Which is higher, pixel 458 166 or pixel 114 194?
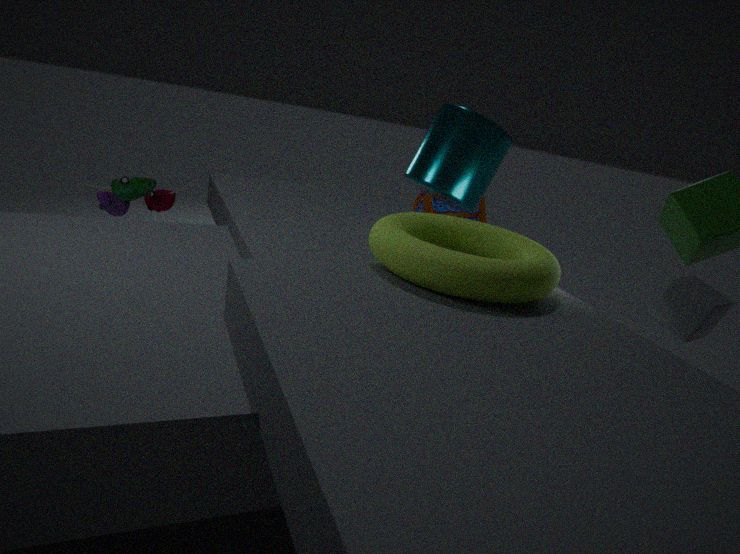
pixel 458 166
